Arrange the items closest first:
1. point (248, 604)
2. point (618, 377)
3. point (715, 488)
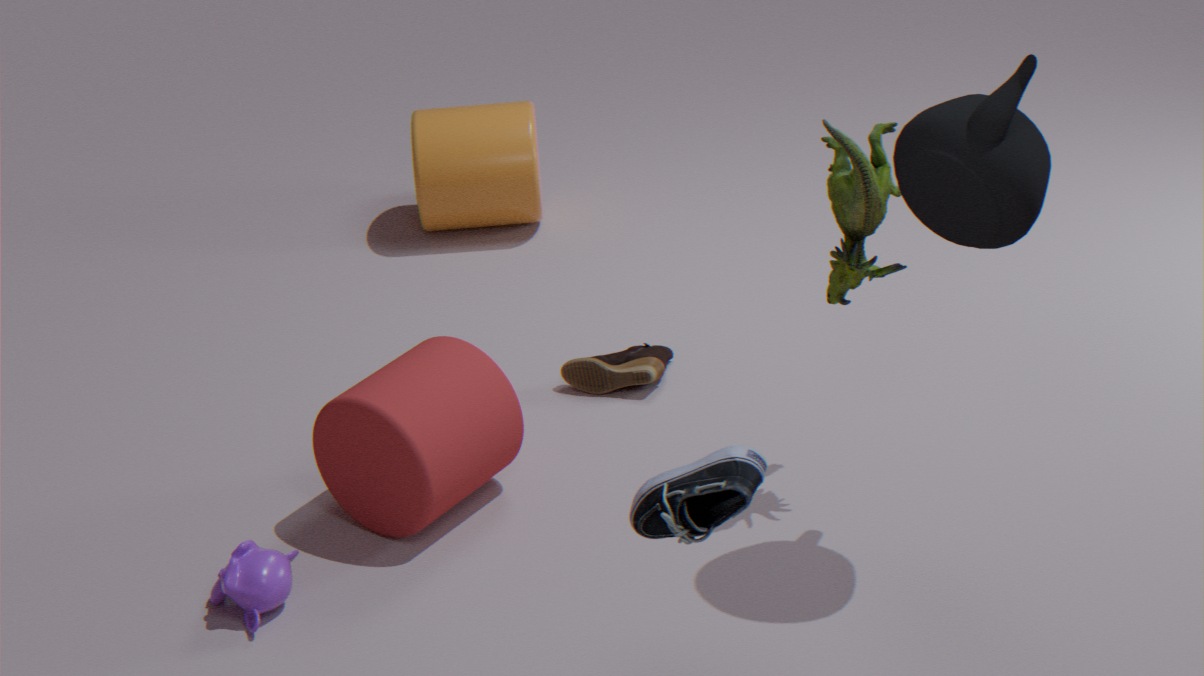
point (715, 488) < point (248, 604) < point (618, 377)
